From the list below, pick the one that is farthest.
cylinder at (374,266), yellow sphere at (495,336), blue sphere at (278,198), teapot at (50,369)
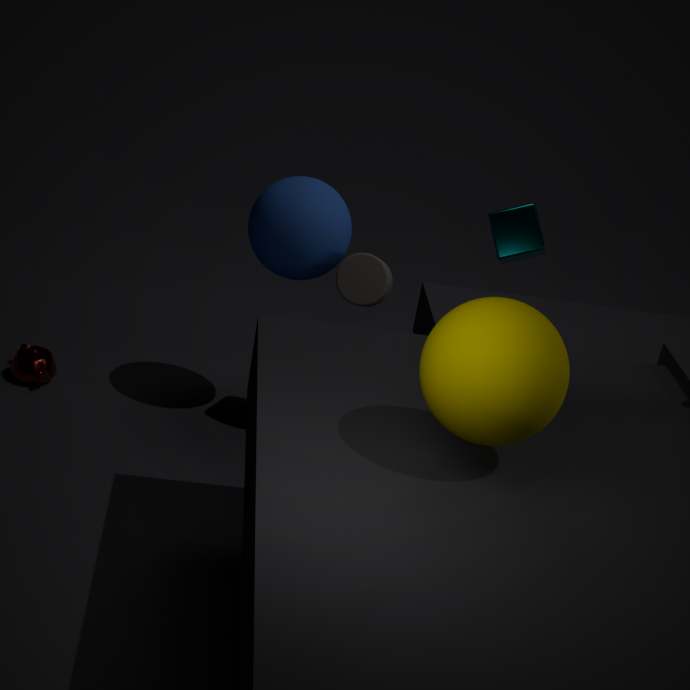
teapot at (50,369)
